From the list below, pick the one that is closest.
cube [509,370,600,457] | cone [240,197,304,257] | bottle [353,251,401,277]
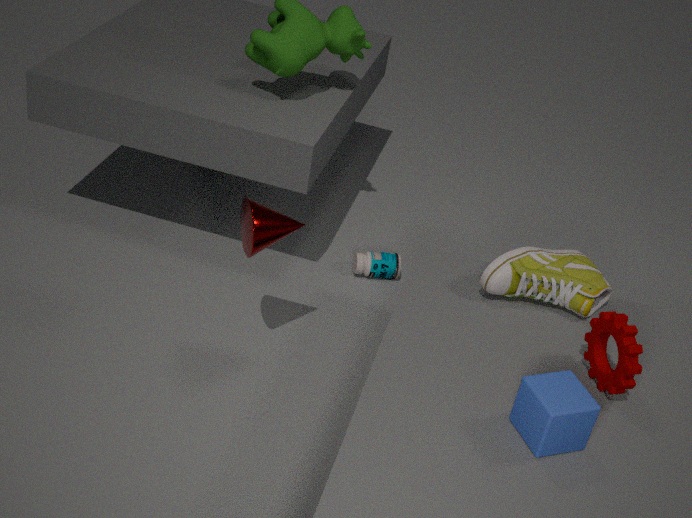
cube [509,370,600,457]
